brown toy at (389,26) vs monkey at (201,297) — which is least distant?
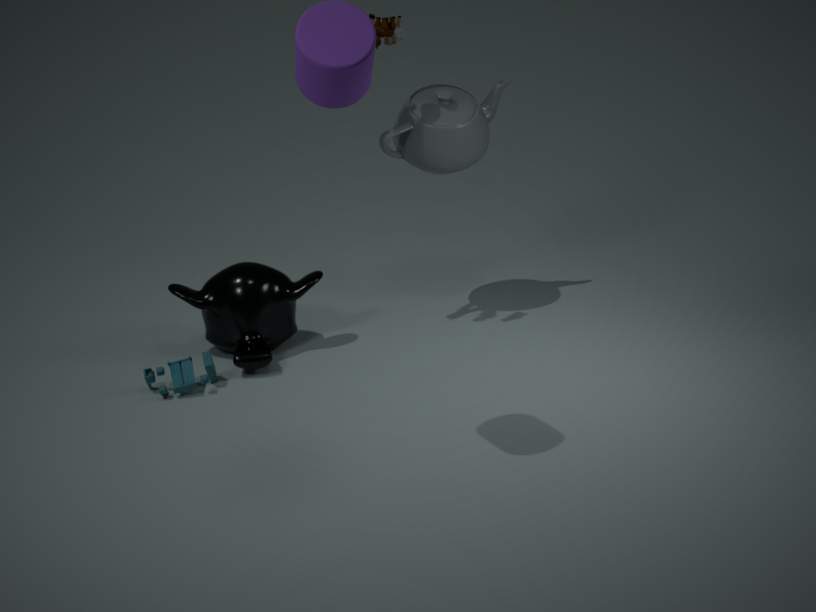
brown toy at (389,26)
